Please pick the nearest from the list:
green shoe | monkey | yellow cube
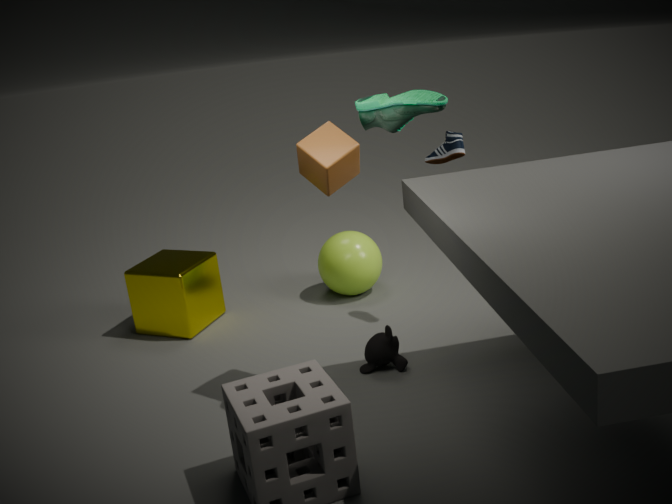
green shoe
